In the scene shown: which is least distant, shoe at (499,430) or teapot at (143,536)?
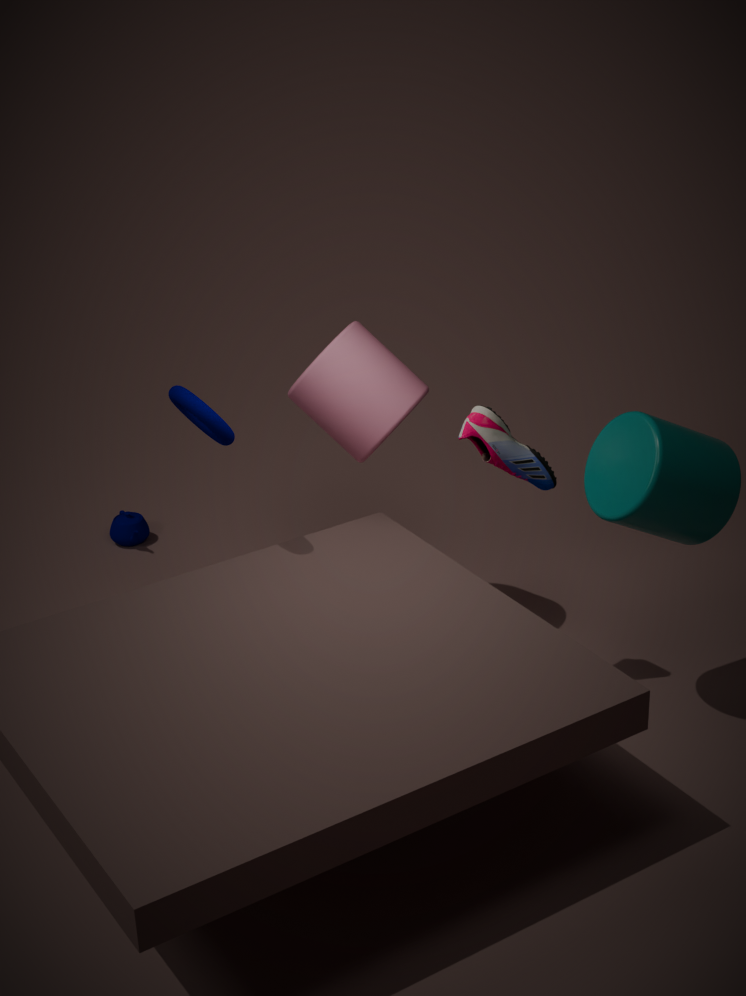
shoe at (499,430)
